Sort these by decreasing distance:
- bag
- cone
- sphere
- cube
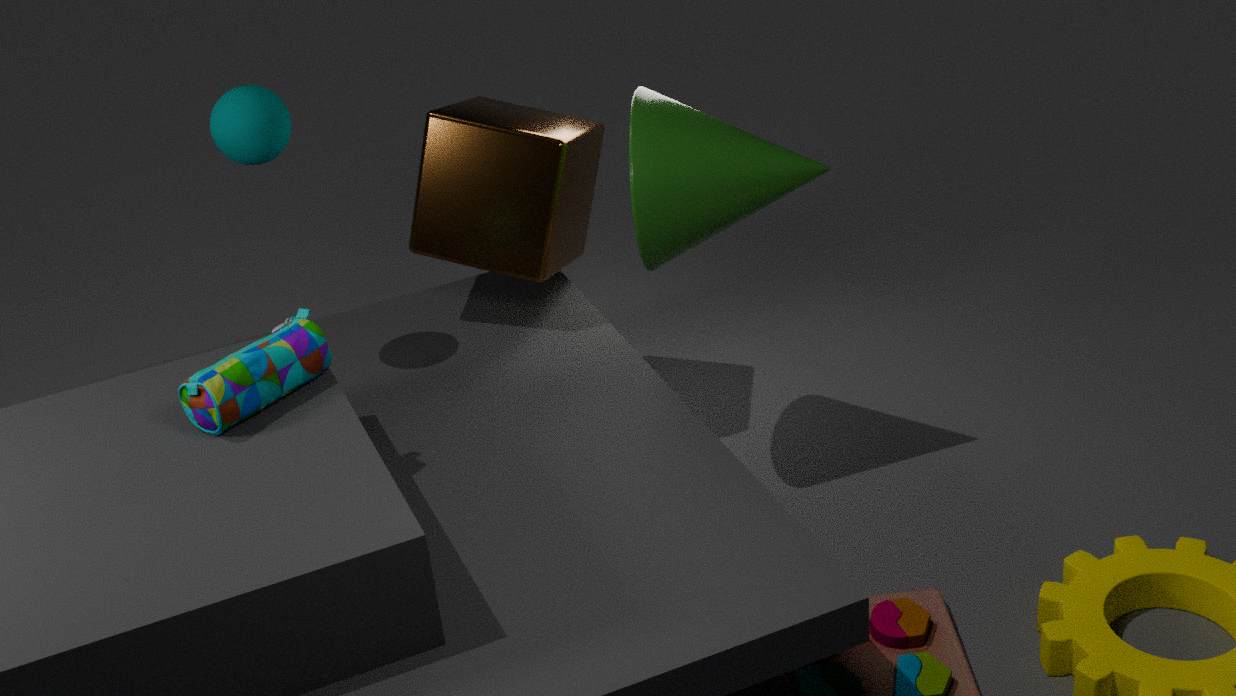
cube
cone
sphere
bag
